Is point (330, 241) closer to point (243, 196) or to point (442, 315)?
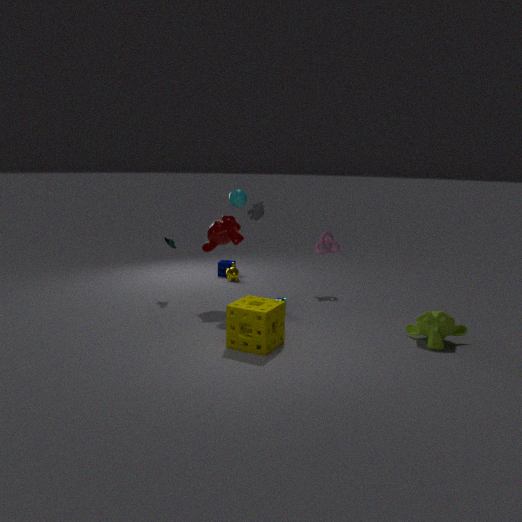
point (243, 196)
